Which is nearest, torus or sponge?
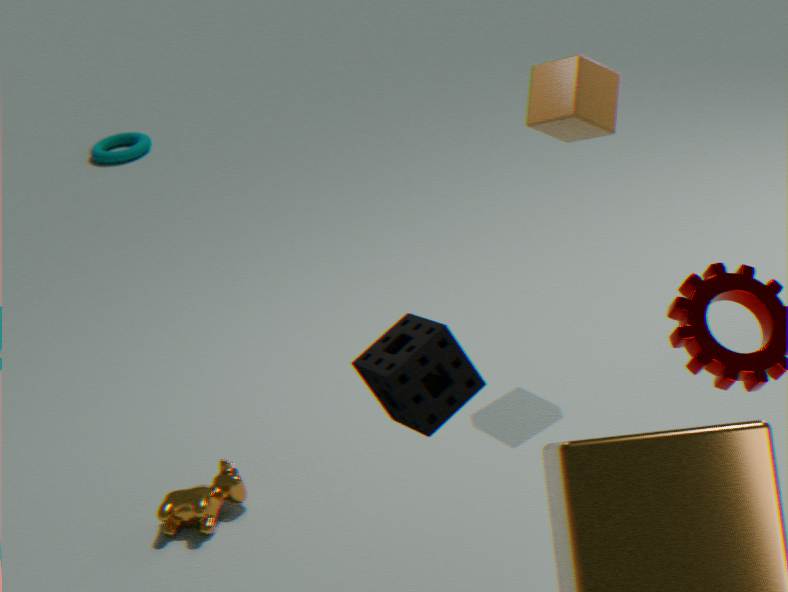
sponge
